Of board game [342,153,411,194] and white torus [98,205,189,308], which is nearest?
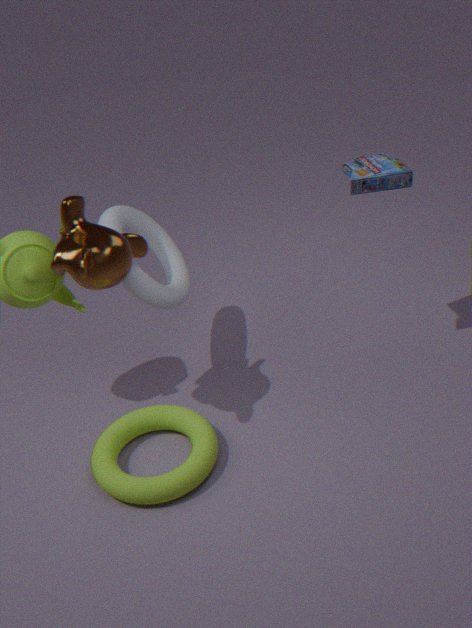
board game [342,153,411,194]
